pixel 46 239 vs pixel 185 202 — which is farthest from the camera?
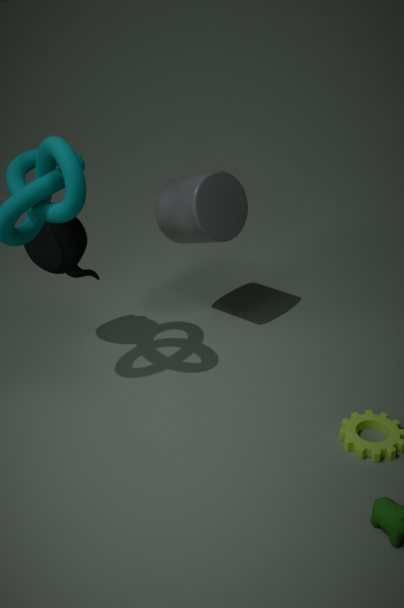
pixel 185 202
